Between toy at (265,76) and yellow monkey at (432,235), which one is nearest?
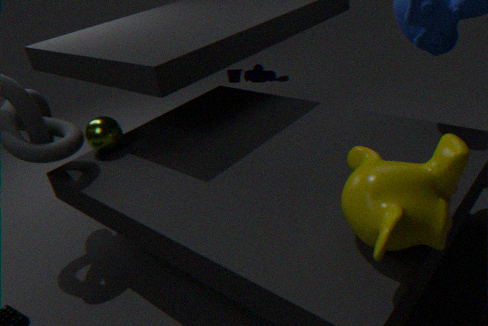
yellow monkey at (432,235)
